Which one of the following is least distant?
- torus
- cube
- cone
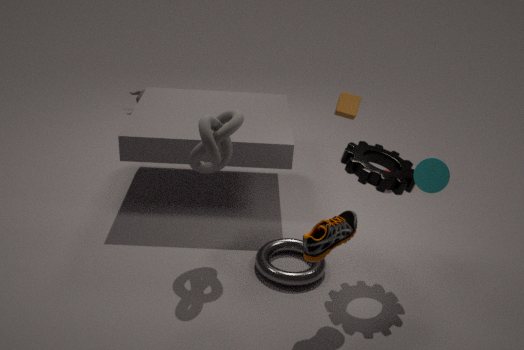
cone
